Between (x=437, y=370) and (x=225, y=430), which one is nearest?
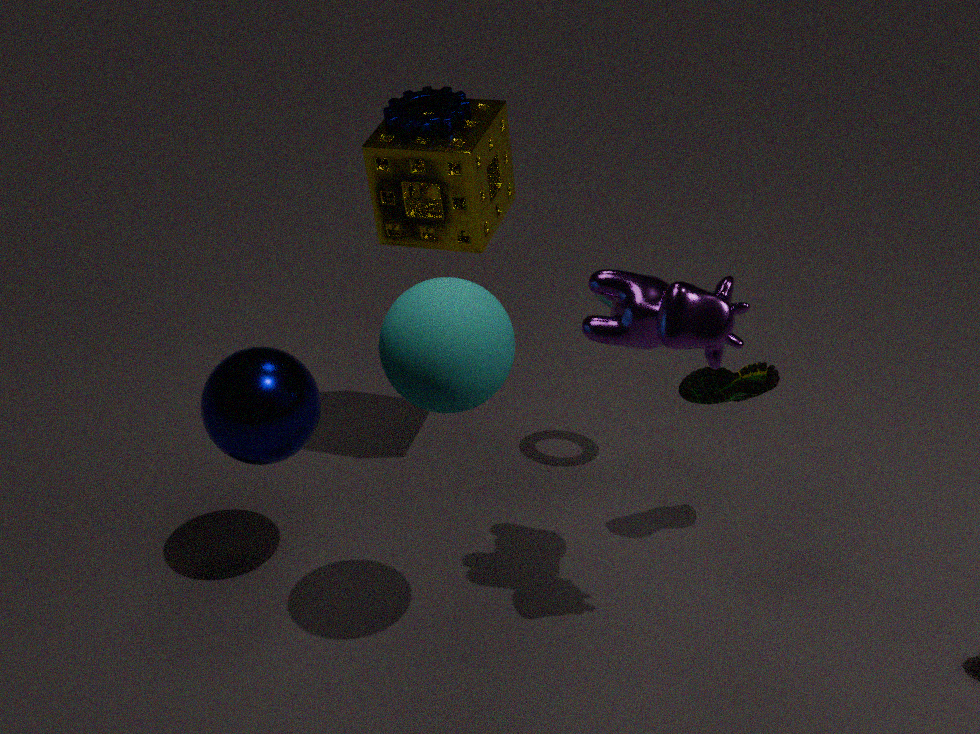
(x=437, y=370)
